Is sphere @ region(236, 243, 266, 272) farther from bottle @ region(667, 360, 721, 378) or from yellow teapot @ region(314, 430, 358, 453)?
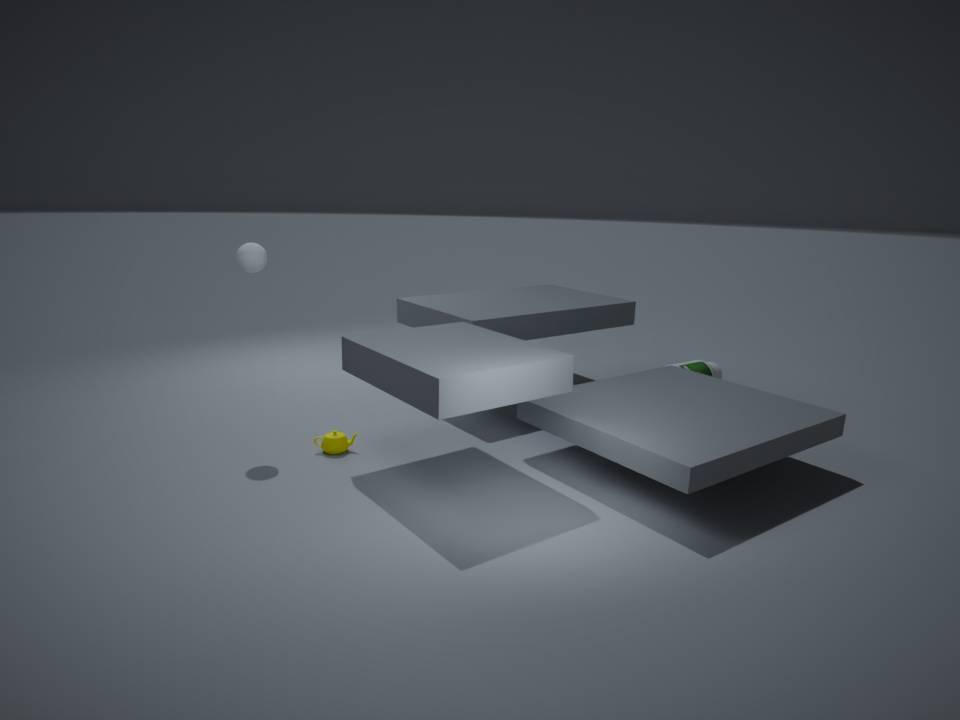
bottle @ region(667, 360, 721, 378)
